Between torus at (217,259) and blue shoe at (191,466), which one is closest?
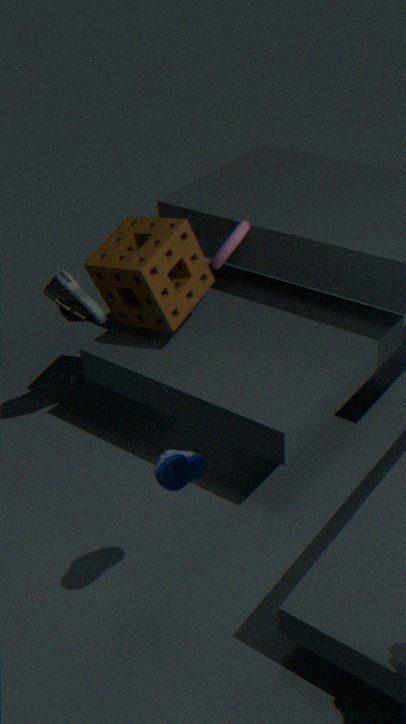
blue shoe at (191,466)
